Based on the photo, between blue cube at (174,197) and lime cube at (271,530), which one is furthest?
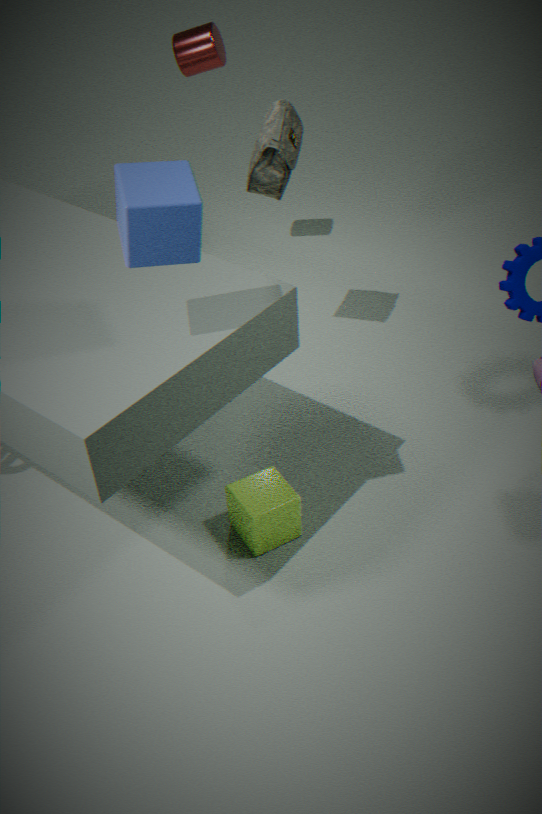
lime cube at (271,530)
